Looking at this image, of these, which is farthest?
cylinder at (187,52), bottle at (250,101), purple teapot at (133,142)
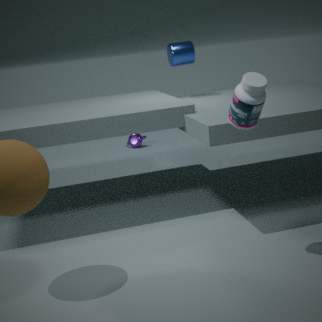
purple teapot at (133,142)
